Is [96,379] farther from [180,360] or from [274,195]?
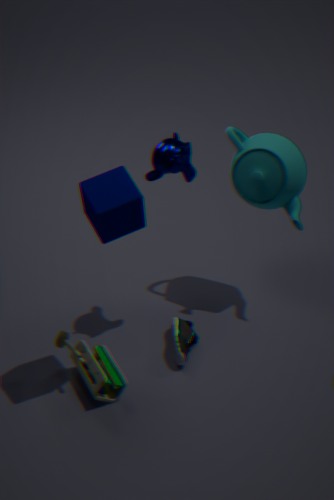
[274,195]
